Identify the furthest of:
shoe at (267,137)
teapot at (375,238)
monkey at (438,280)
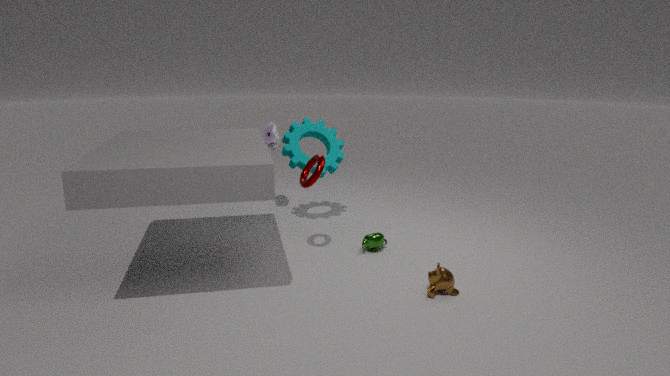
shoe at (267,137)
